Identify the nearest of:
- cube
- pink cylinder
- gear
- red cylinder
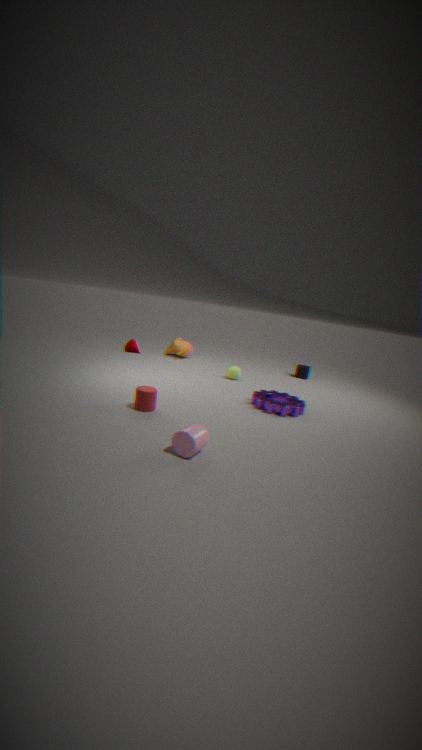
pink cylinder
